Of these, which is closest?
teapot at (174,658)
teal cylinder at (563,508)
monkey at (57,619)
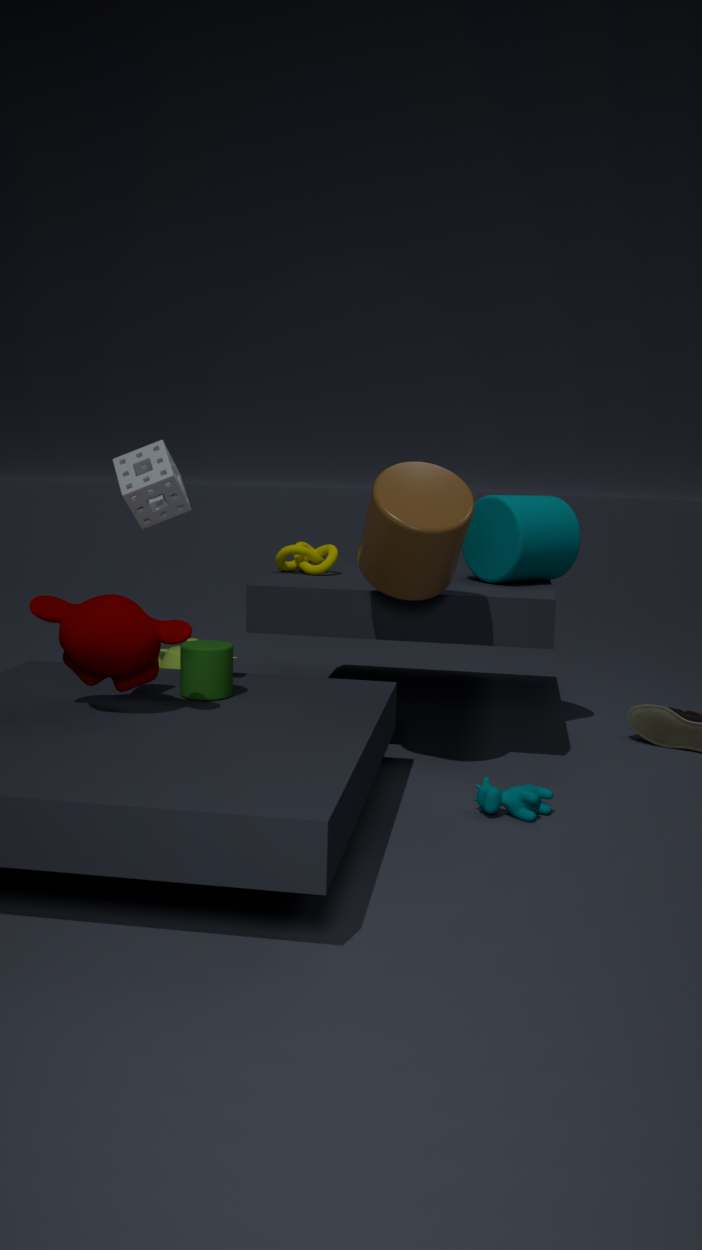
monkey at (57,619)
